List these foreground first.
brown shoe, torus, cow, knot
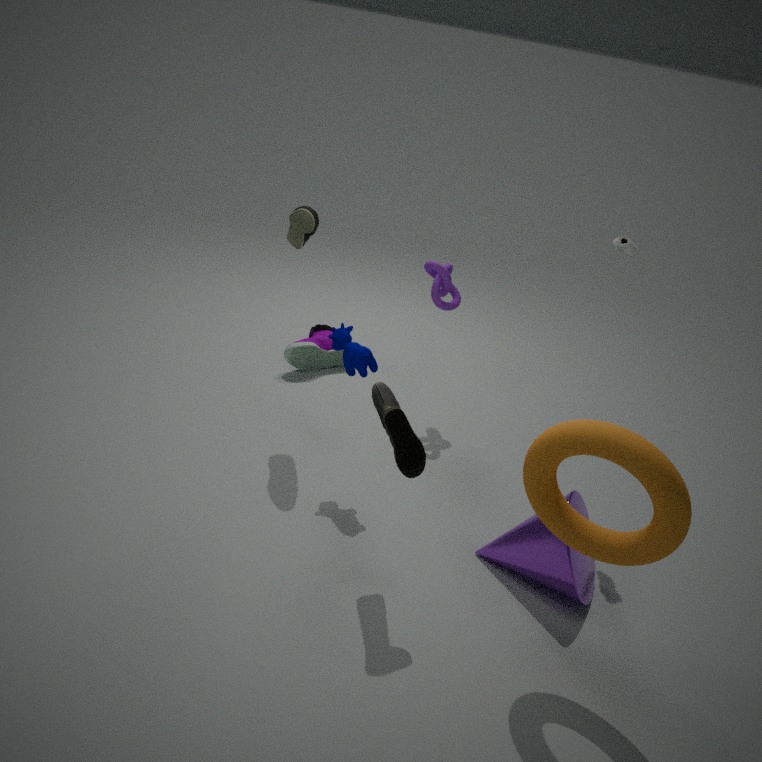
torus, brown shoe, cow, knot
